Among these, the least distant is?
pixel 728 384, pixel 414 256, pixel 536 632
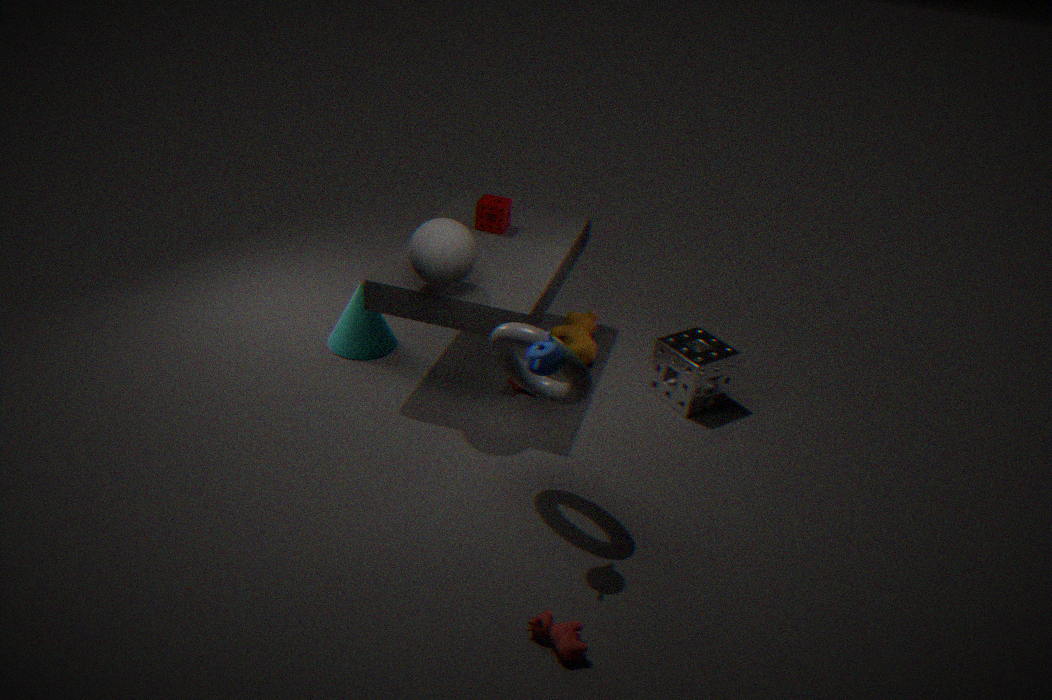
pixel 536 632
